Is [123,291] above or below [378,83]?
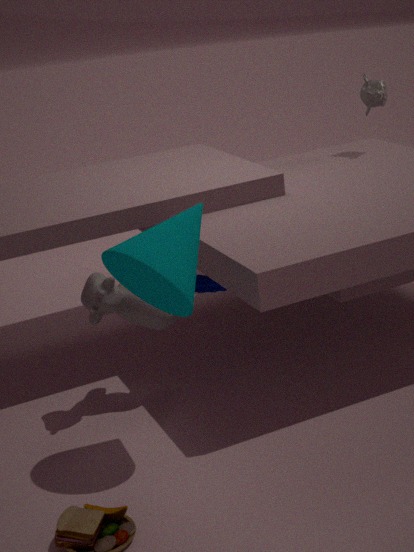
below
